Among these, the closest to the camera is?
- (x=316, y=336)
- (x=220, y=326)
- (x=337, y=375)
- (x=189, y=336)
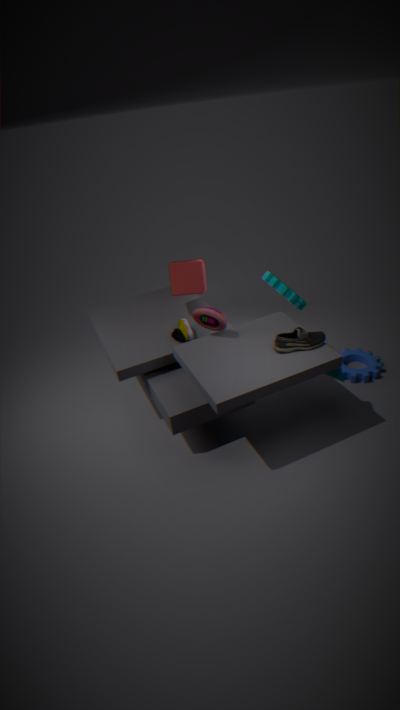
(x=316, y=336)
